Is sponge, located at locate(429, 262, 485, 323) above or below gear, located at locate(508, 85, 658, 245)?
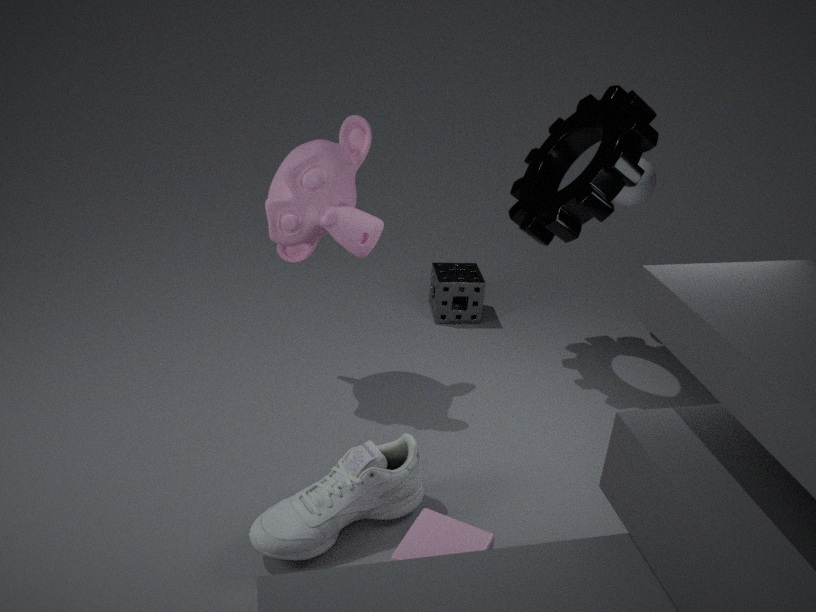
below
